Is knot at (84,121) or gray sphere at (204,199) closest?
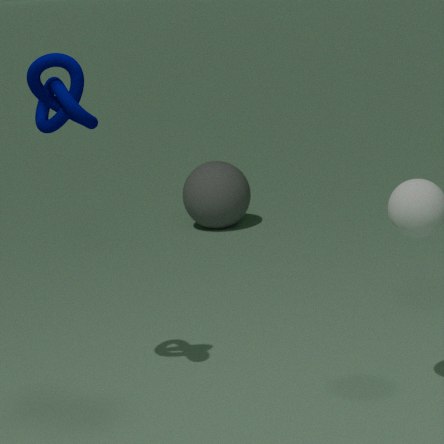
knot at (84,121)
